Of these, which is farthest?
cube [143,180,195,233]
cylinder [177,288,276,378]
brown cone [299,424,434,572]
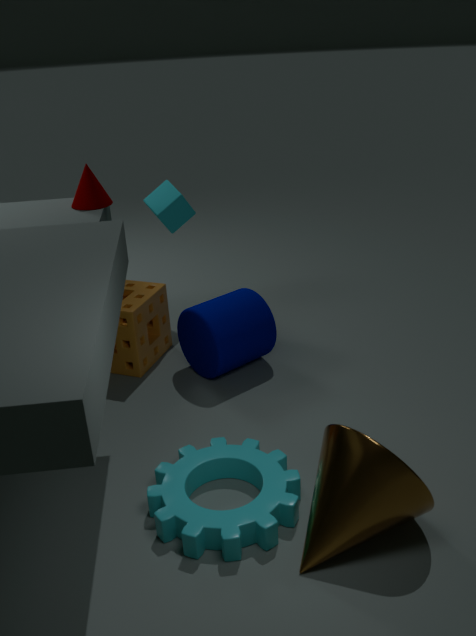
cube [143,180,195,233]
